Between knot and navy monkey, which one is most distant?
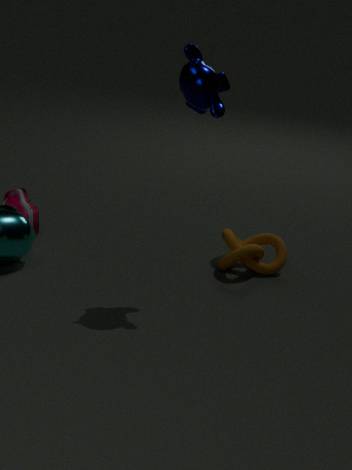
knot
